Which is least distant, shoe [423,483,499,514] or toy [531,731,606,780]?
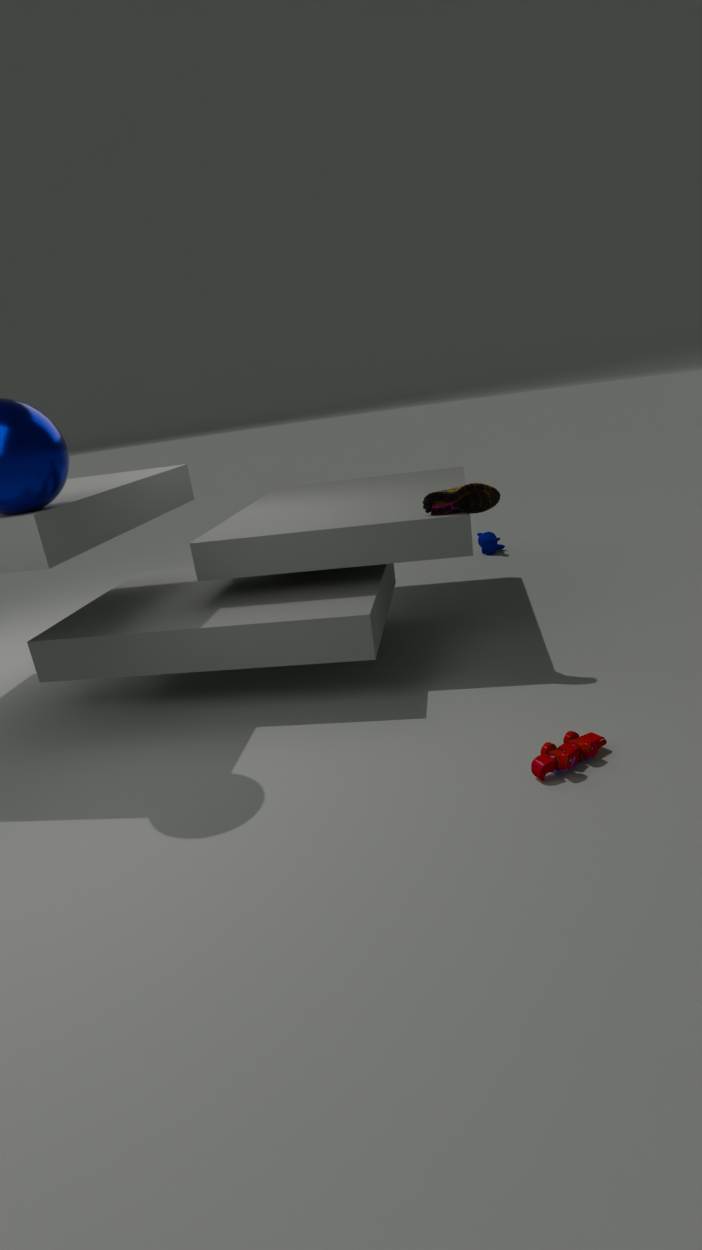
toy [531,731,606,780]
